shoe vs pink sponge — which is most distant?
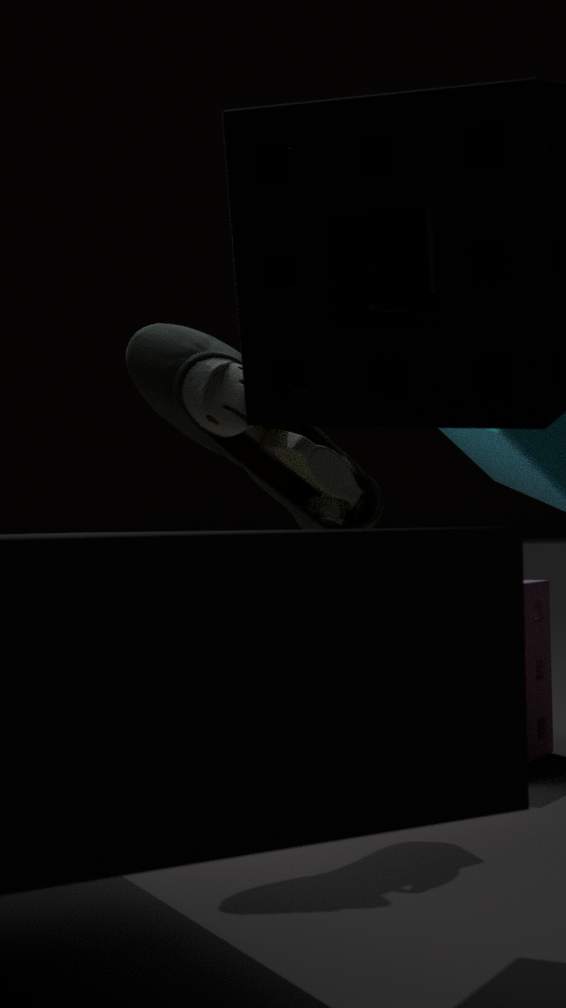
pink sponge
